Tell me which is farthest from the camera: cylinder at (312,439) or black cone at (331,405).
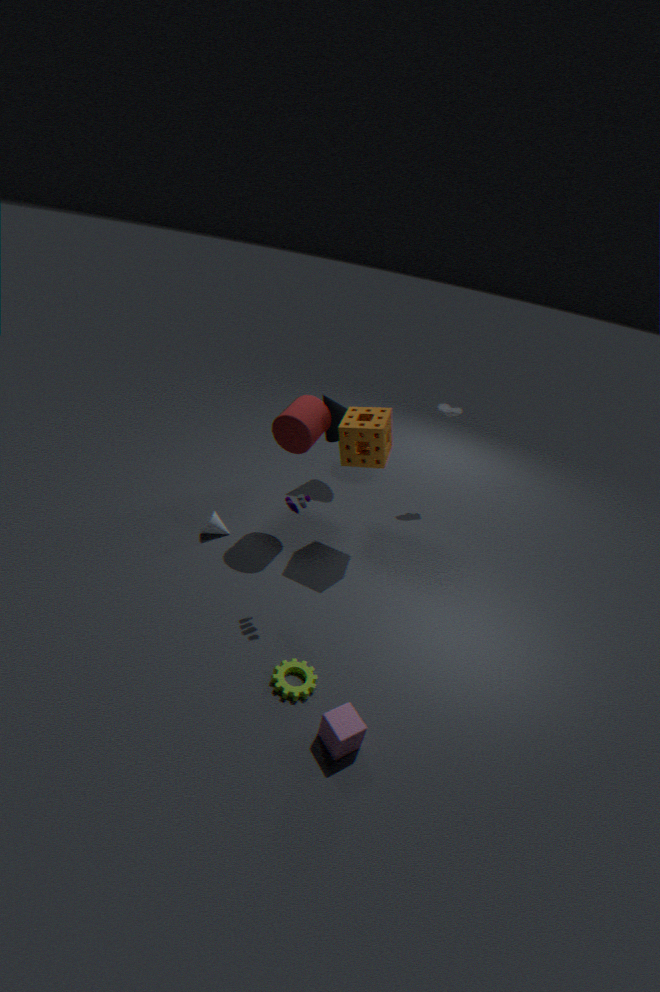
black cone at (331,405)
